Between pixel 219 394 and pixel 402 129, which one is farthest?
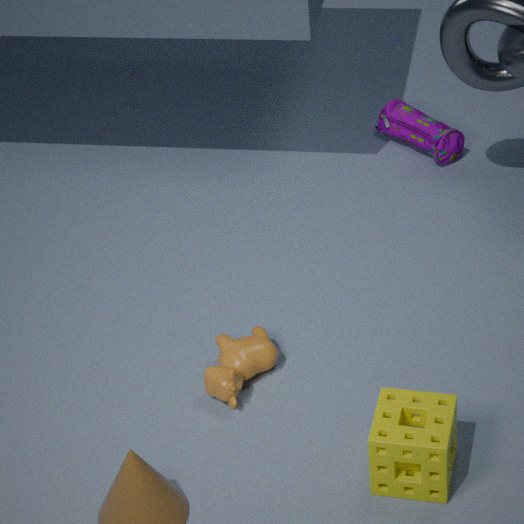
pixel 402 129
